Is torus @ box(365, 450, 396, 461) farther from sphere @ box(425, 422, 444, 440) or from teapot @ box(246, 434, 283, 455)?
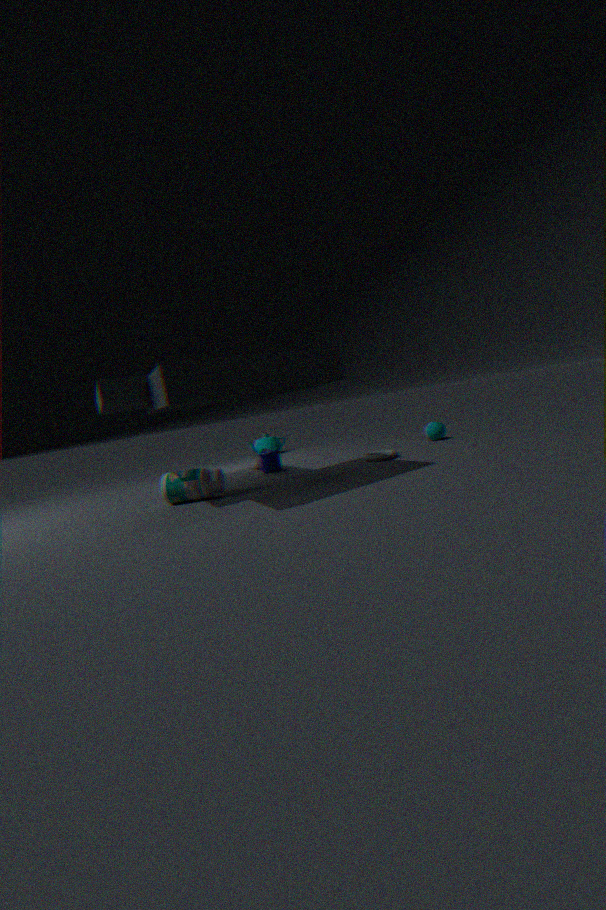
teapot @ box(246, 434, 283, 455)
